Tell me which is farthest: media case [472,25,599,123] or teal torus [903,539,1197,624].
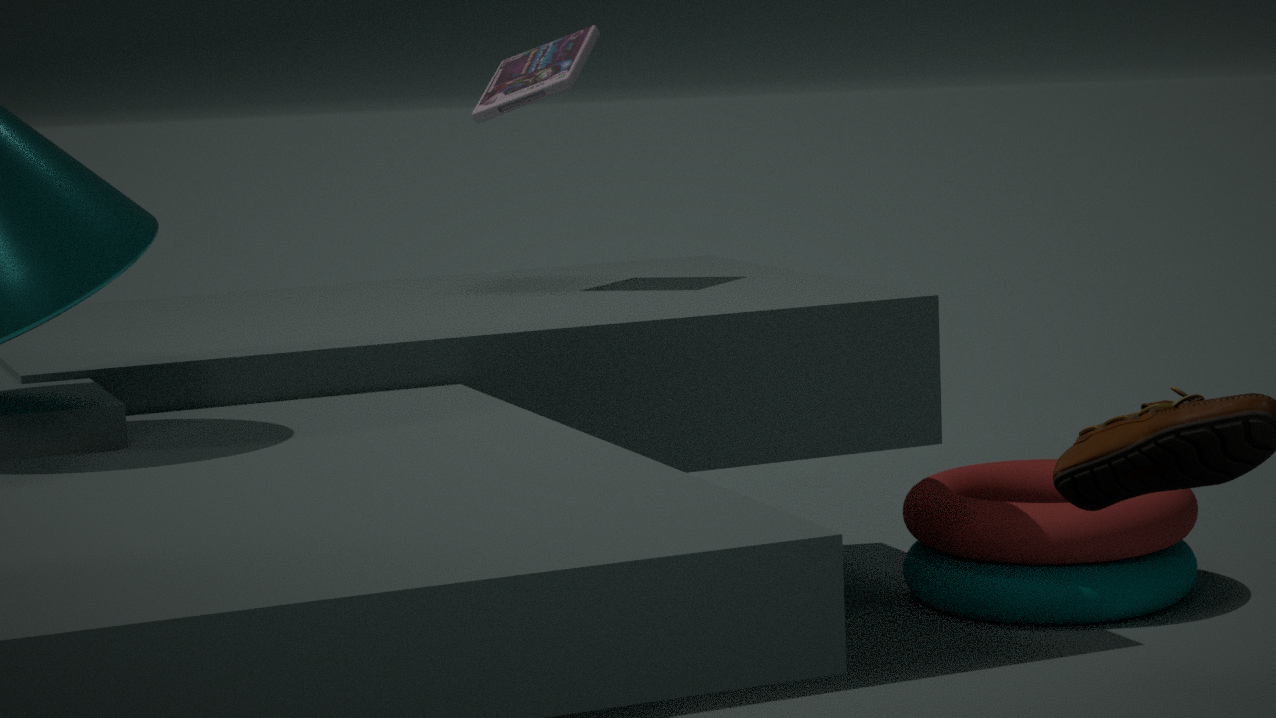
teal torus [903,539,1197,624]
